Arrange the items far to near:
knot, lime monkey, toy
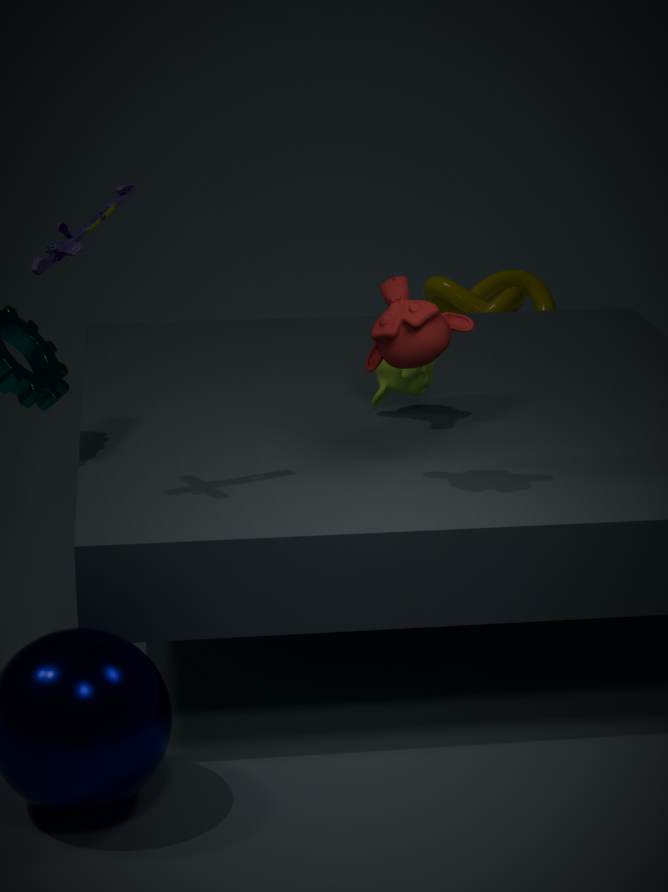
knot < lime monkey < toy
